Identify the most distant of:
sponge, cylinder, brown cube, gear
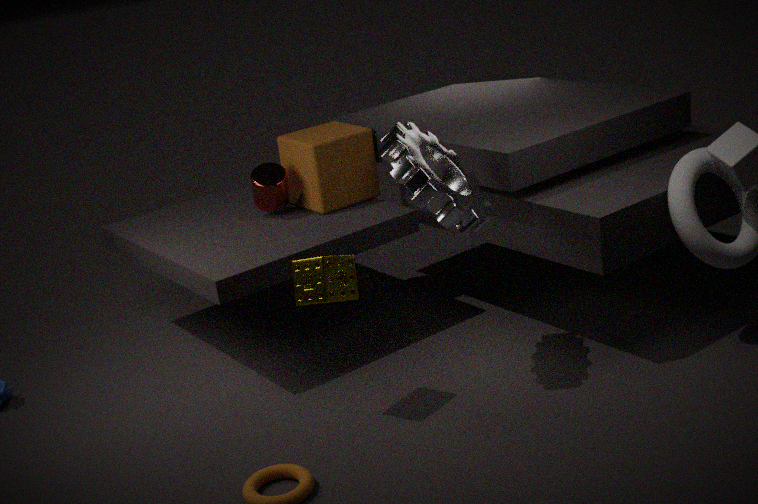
cylinder
